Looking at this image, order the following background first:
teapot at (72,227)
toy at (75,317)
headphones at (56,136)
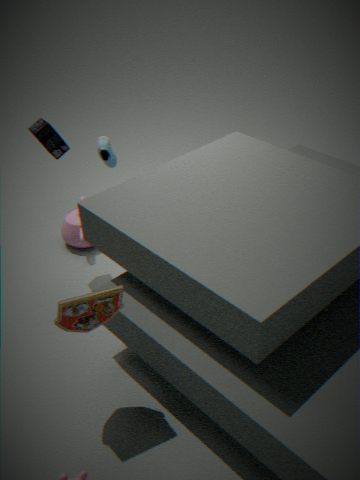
teapot at (72,227), headphones at (56,136), toy at (75,317)
